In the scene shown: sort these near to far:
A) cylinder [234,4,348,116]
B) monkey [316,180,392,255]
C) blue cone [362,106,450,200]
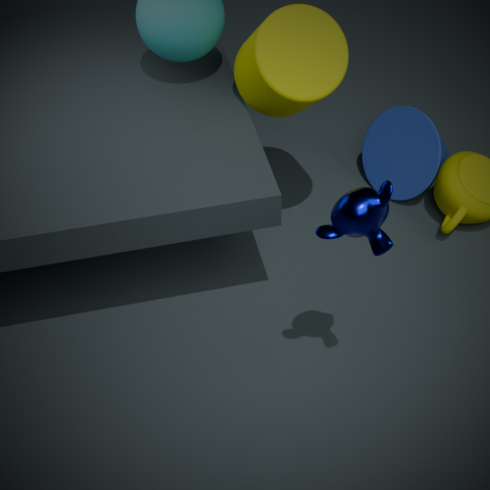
monkey [316,180,392,255], cylinder [234,4,348,116], blue cone [362,106,450,200]
